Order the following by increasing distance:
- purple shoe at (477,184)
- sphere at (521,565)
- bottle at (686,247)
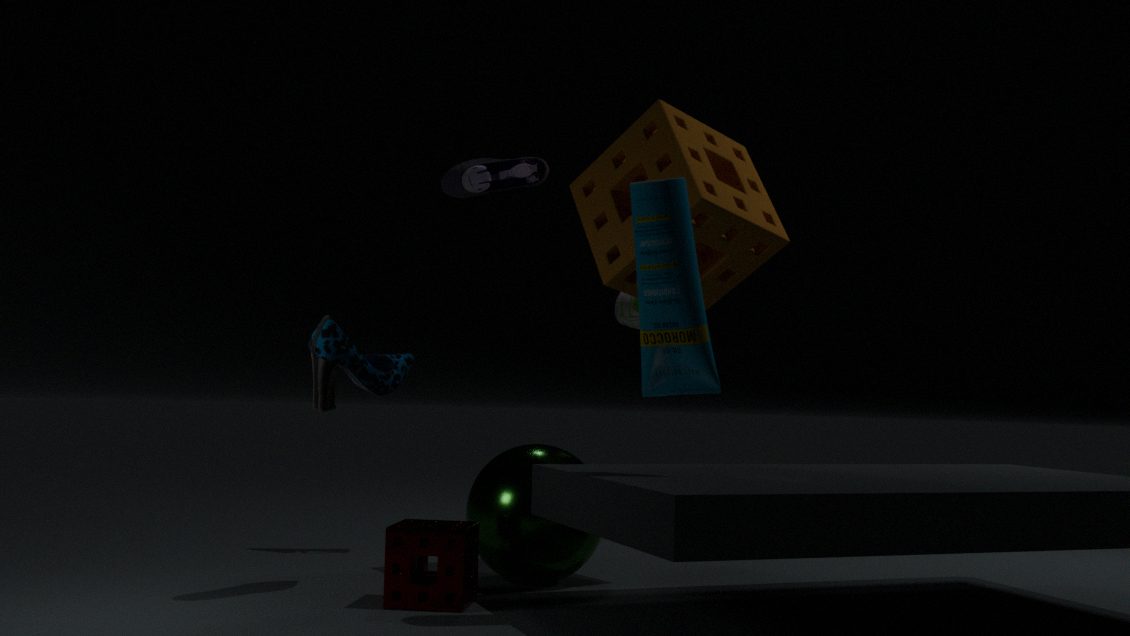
1. bottle at (686,247)
2. sphere at (521,565)
3. purple shoe at (477,184)
